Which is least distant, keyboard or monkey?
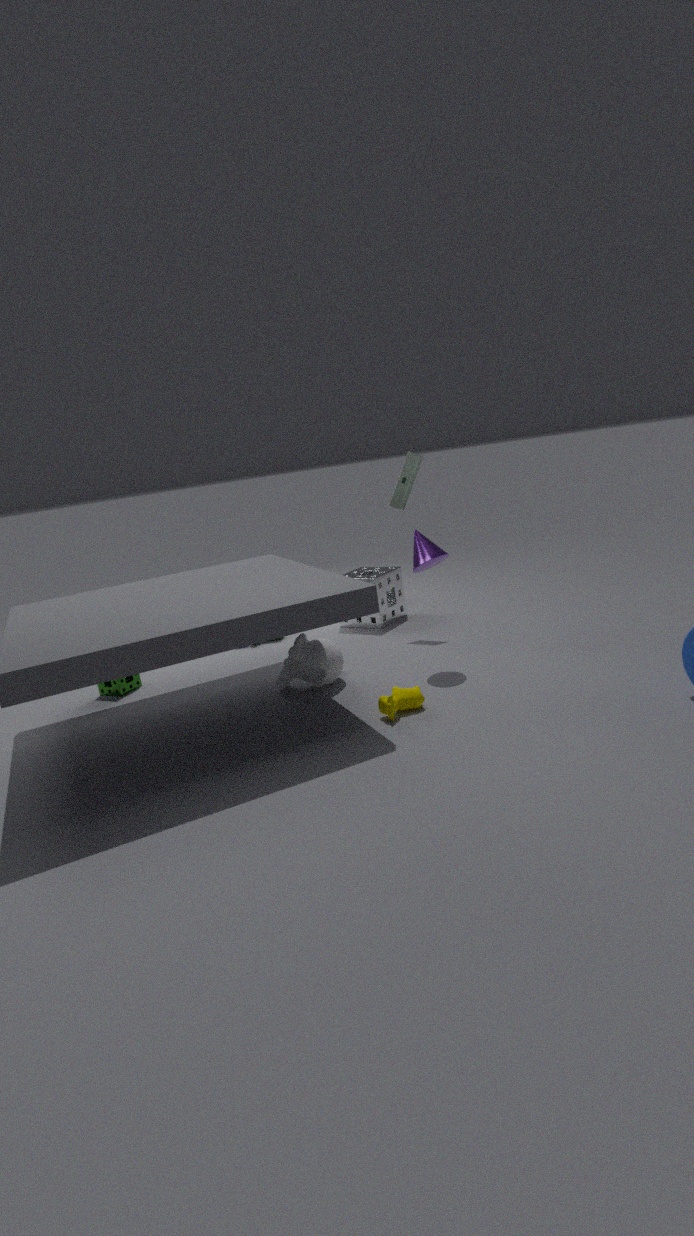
monkey
